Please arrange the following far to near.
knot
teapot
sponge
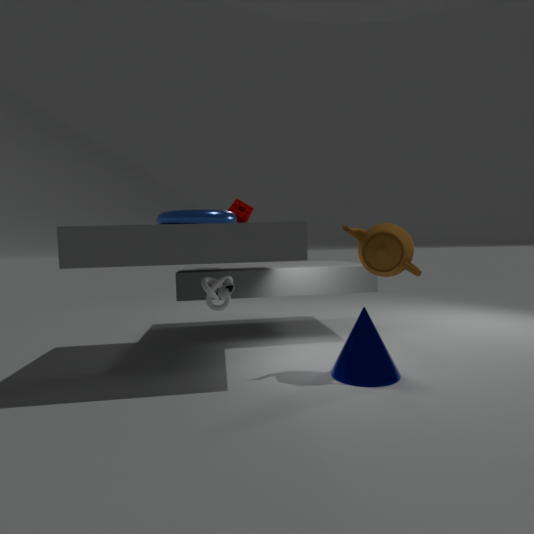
sponge < knot < teapot
